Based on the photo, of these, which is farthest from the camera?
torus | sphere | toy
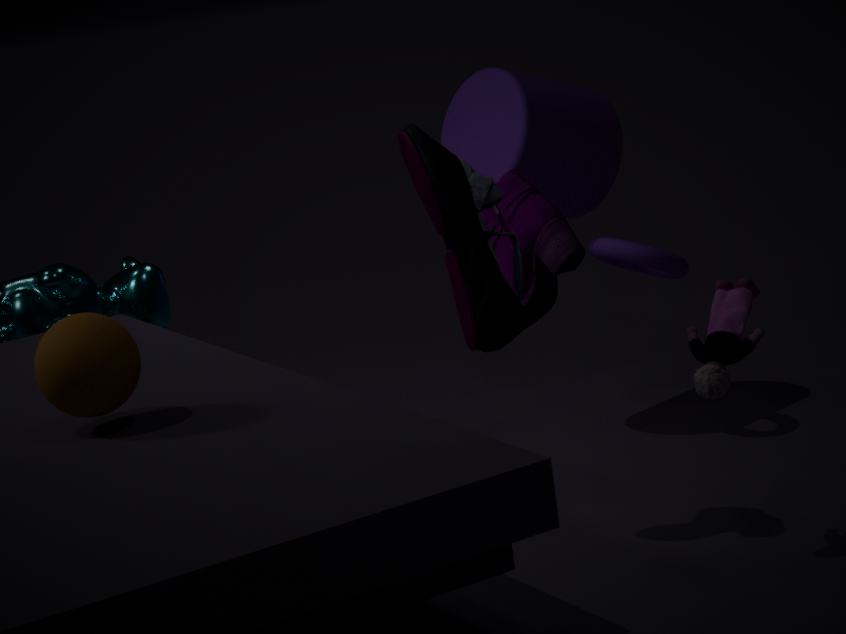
torus
